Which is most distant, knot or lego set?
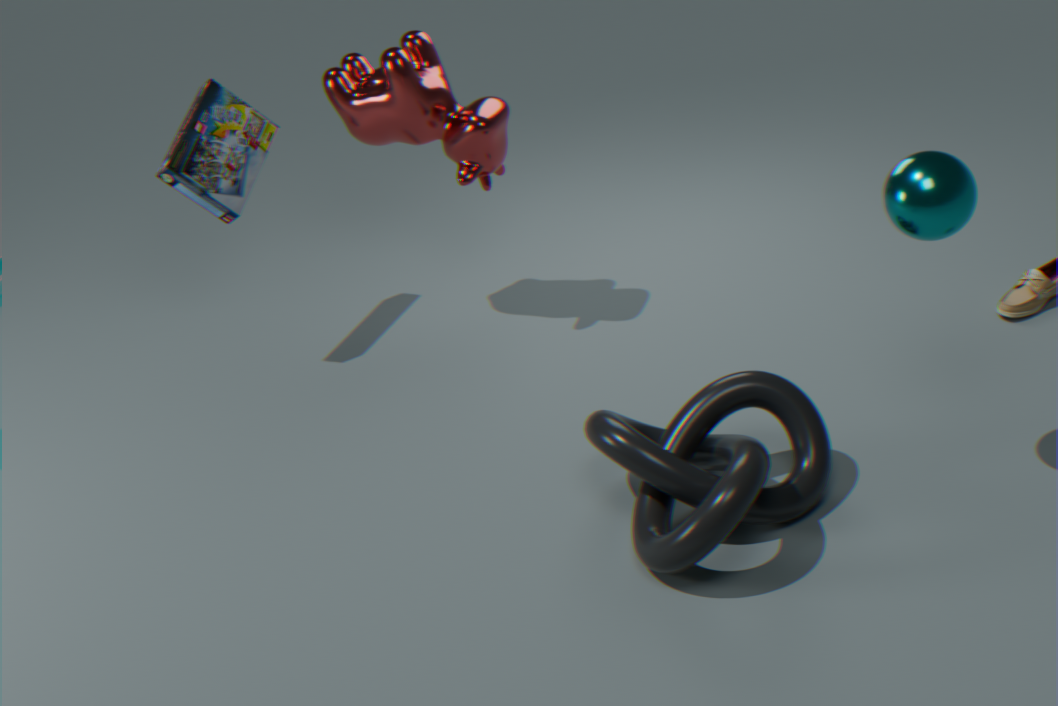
lego set
